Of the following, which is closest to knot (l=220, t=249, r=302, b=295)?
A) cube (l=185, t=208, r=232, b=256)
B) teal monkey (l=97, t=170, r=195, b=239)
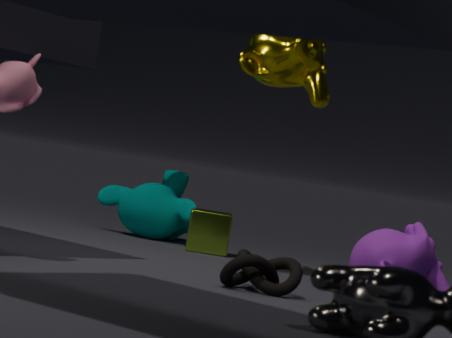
cube (l=185, t=208, r=232, b=256)
